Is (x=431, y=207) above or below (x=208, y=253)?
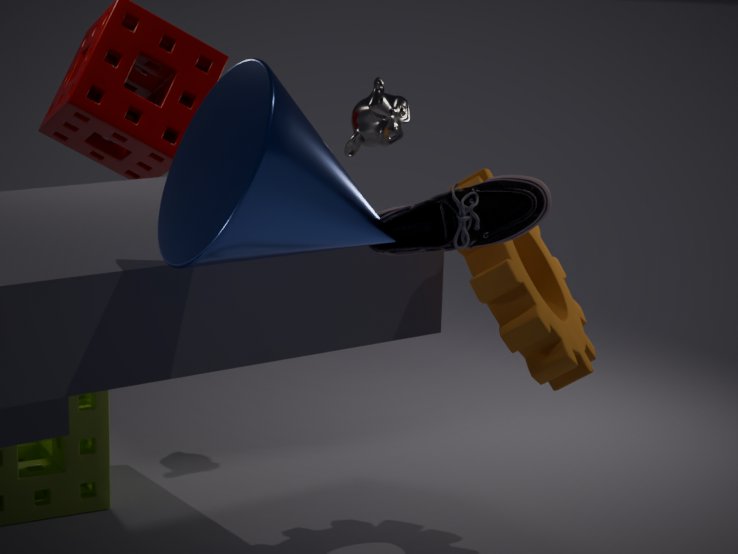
below
